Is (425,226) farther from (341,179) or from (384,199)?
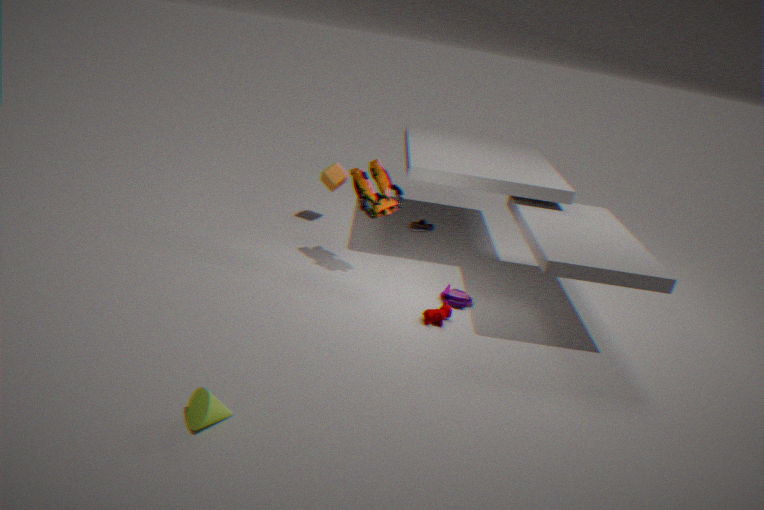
(384,199)
